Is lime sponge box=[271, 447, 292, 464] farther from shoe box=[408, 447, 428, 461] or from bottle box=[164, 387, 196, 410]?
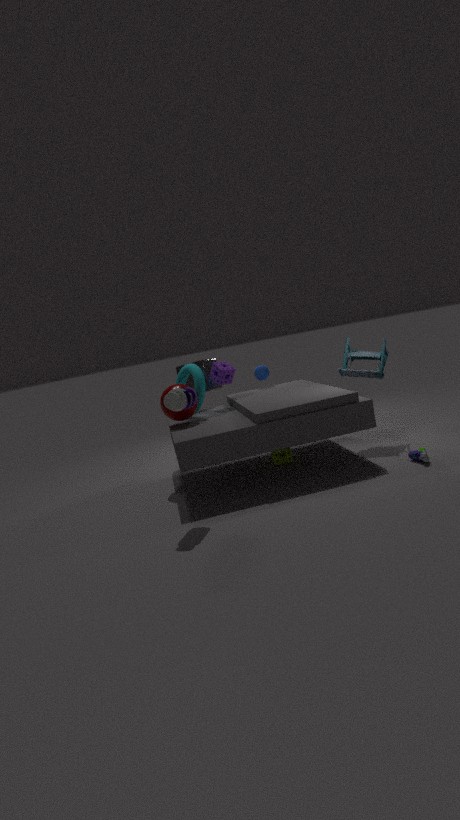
bottle box=[164, 387, 196, 410]
